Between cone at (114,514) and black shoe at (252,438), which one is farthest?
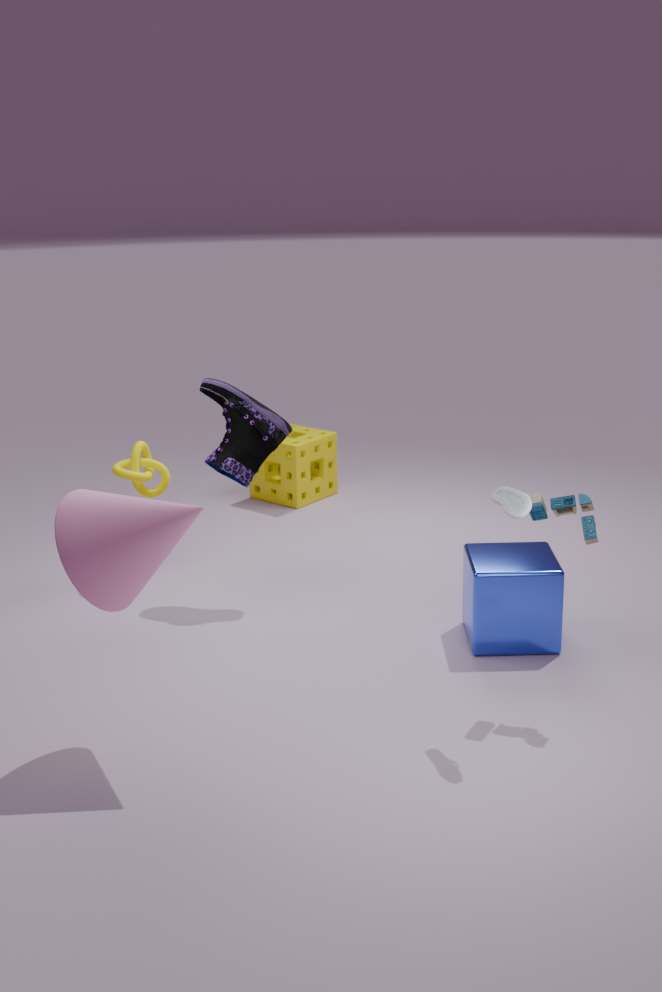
black shoe at (252,438)
